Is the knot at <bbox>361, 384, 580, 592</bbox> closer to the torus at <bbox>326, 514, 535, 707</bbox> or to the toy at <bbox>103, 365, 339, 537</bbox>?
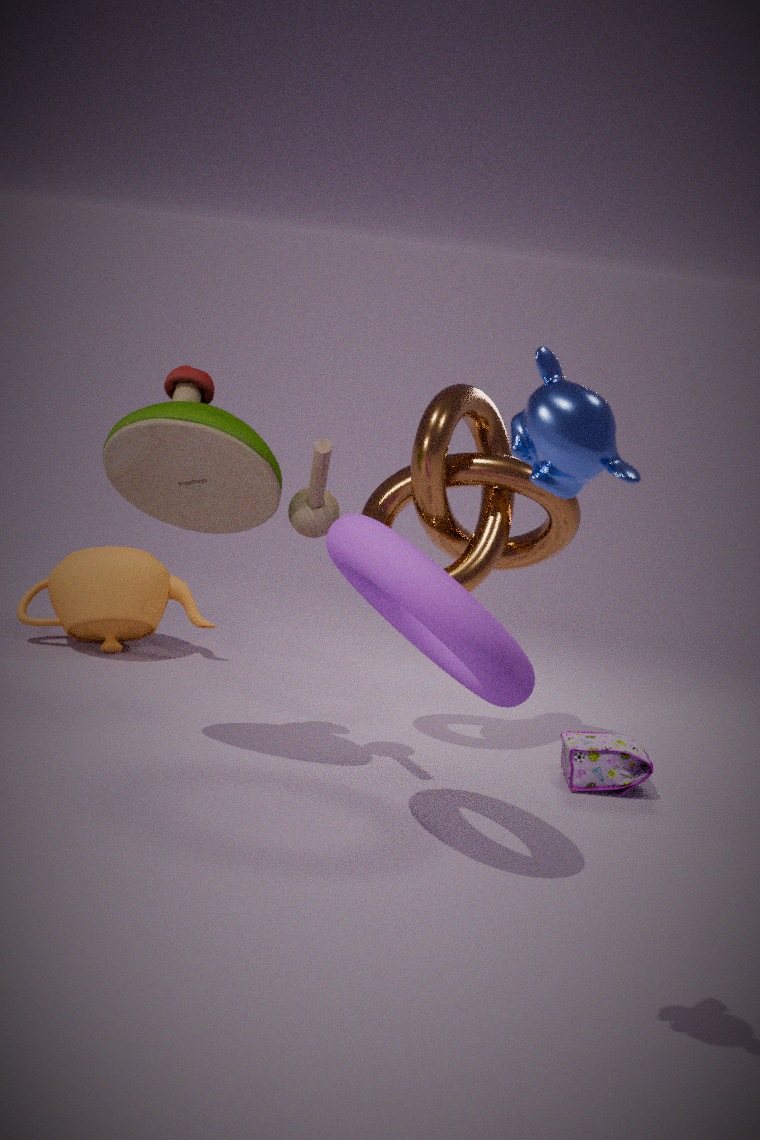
the toy at <bbox>103, 365, 339, 537</bbox>
